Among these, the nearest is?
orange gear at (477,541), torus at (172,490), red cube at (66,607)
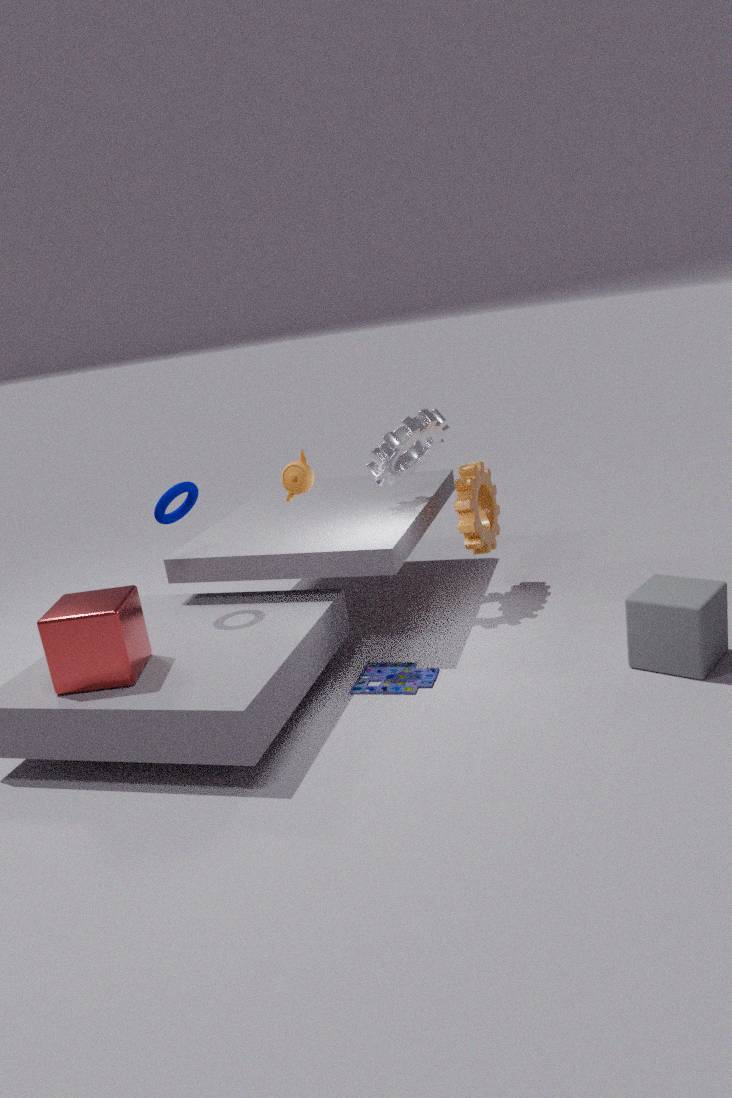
red cube at (66,607)
